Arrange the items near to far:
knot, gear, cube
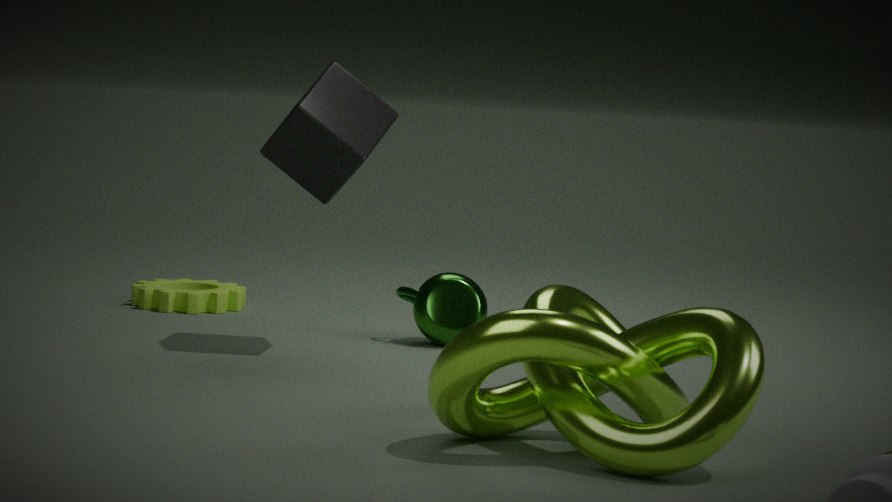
1. knot
2. cube
3. gear
